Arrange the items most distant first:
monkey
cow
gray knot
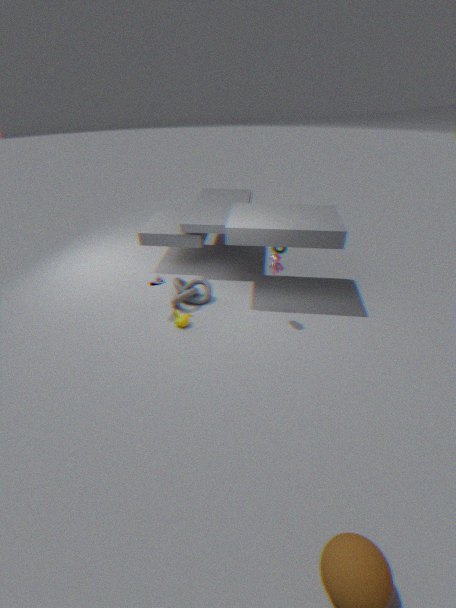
gray knot, monkey, cow
